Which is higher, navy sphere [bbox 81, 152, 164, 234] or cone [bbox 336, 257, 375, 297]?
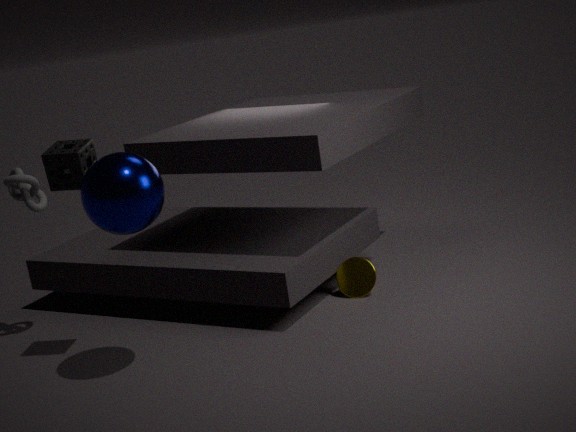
navy sphere [bbox 81, 152, 164, 234]
